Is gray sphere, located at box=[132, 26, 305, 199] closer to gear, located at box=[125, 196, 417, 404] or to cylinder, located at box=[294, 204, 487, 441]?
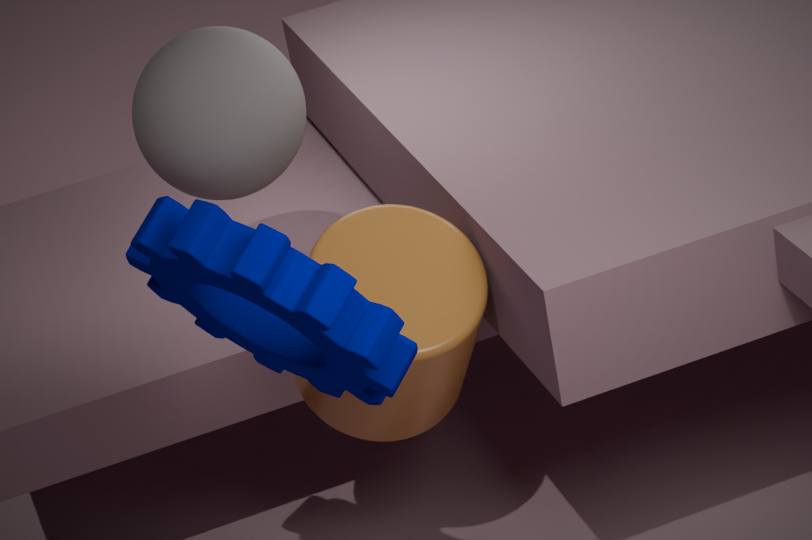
cylinder, located at box=[294, 204, 487, 441]
